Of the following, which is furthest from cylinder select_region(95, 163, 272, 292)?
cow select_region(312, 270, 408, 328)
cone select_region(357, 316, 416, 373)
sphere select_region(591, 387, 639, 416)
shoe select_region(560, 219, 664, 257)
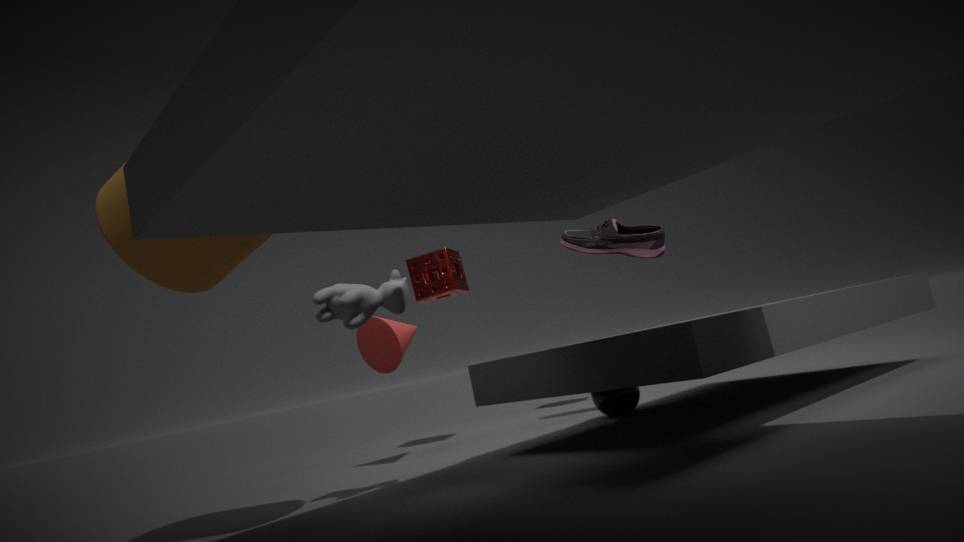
sphere select_region(591, 387, 639, 416)
